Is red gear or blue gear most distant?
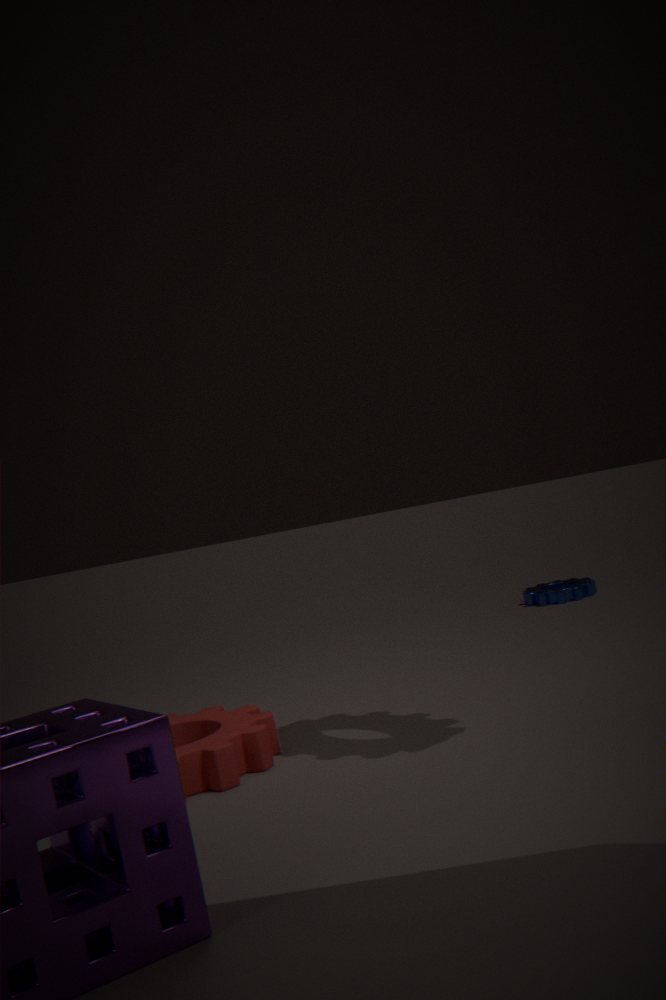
blue gear
